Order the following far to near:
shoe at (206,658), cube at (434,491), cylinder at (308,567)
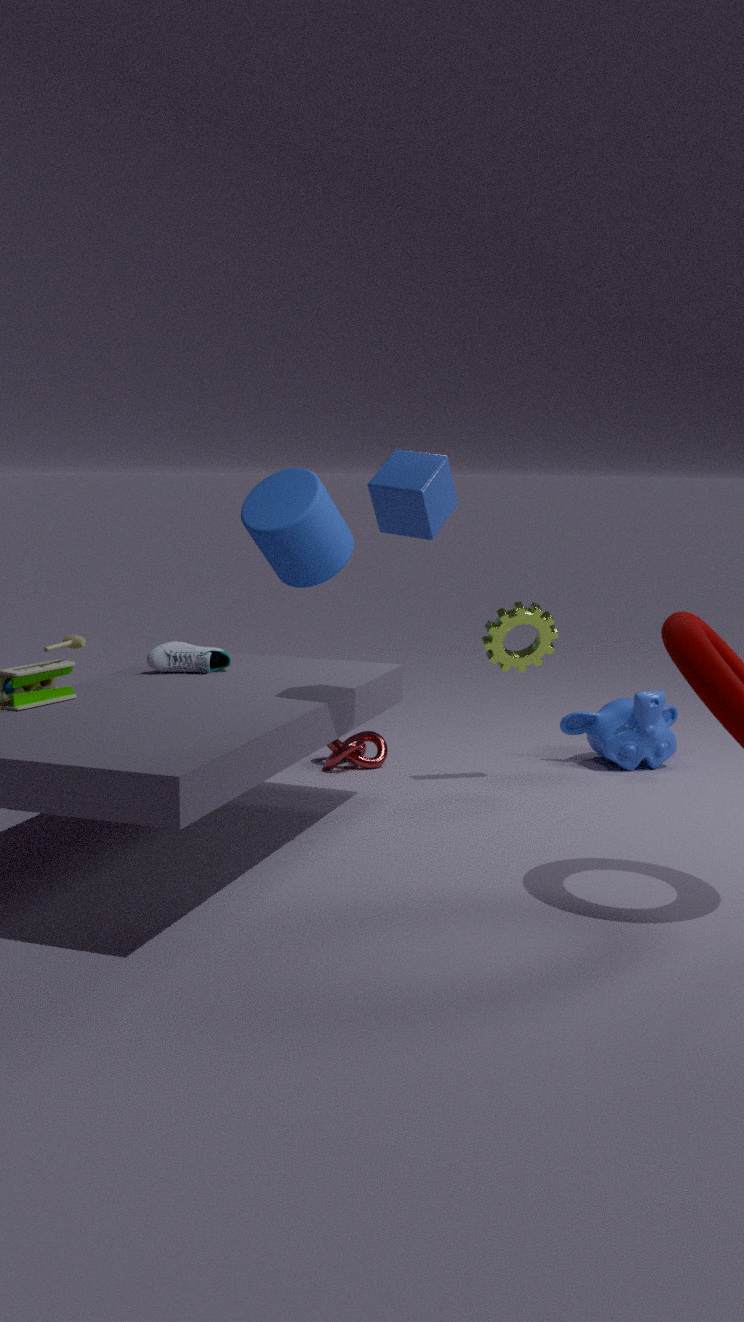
1. cylinder at (308,567)
2. shoe at (206,658)
3. cube at (434,491)
